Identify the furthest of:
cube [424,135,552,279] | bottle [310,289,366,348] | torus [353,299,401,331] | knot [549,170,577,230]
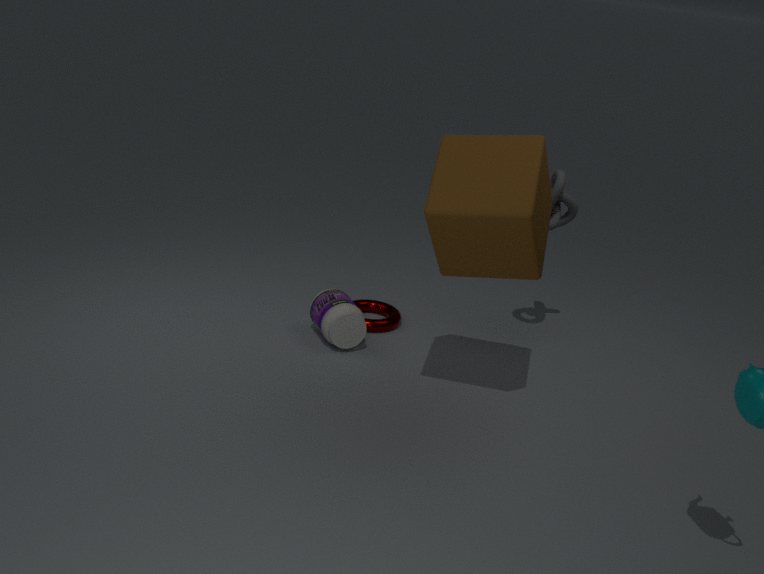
torus [353,299,401,331]
